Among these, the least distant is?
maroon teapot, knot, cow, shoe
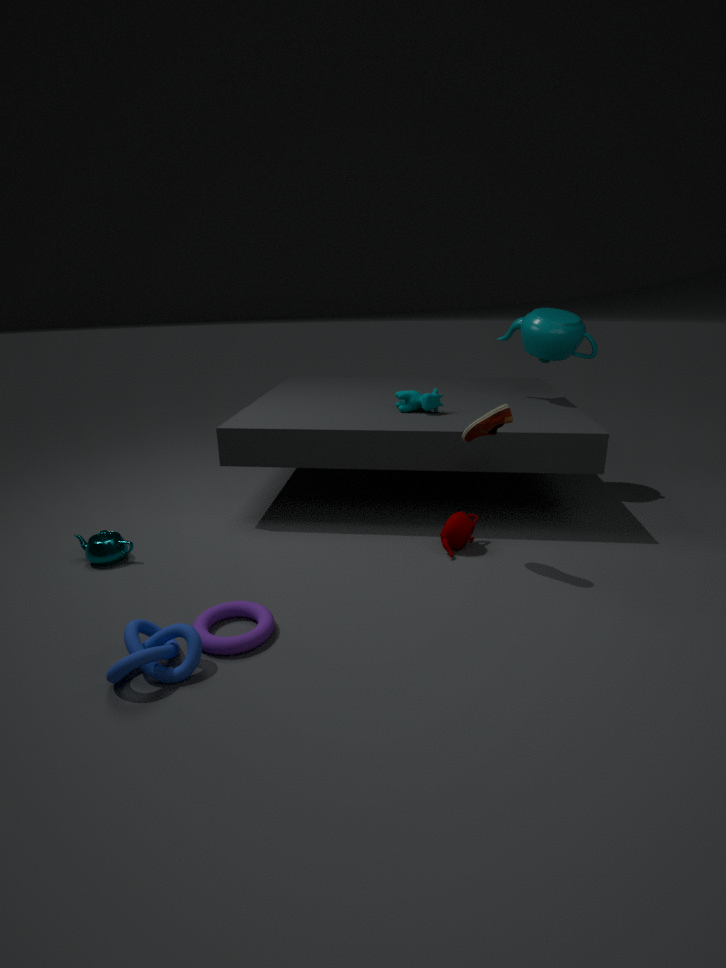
knot
